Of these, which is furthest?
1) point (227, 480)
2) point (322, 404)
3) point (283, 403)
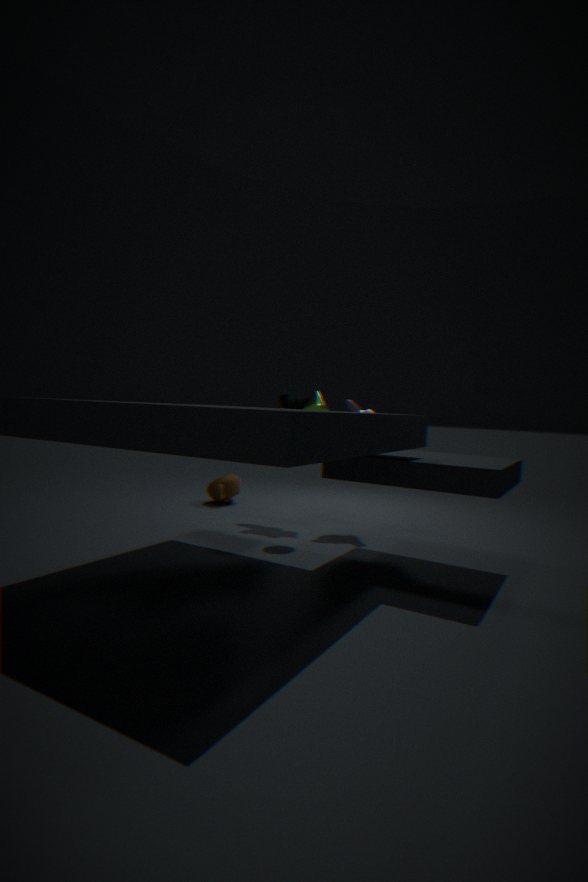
1. point (227, 480)
